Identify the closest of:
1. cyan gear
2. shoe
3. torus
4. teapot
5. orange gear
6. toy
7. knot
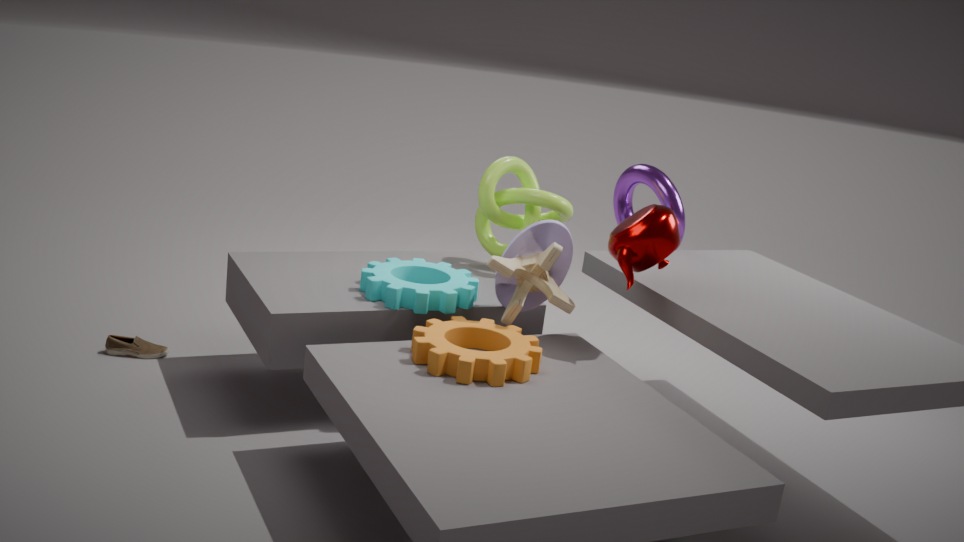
orange gear
